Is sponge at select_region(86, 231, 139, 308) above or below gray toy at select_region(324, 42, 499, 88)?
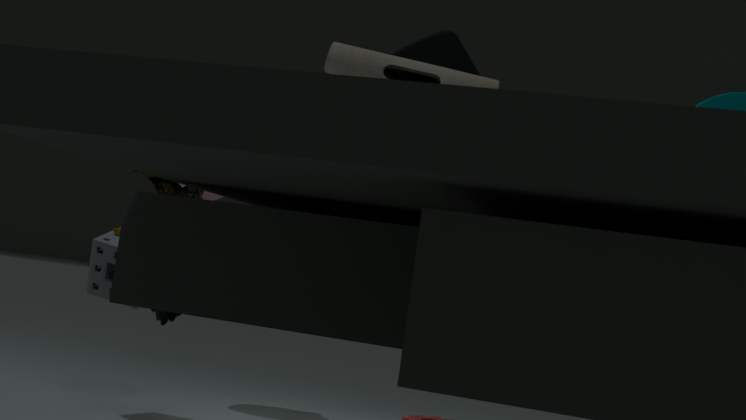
below
